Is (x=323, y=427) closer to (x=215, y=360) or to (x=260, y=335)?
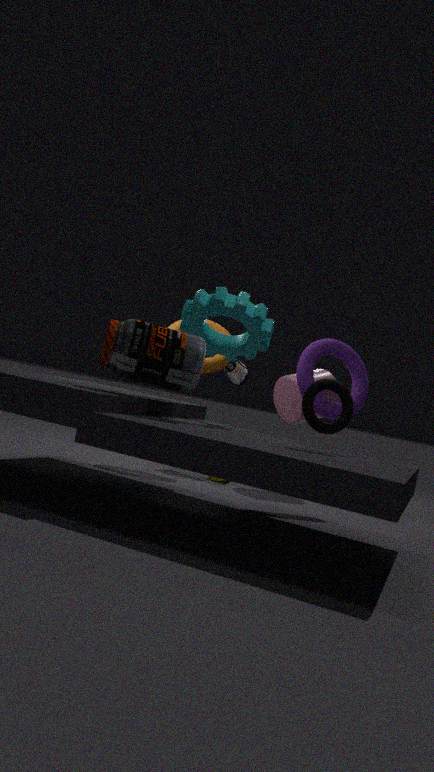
(x=260, y=335)
